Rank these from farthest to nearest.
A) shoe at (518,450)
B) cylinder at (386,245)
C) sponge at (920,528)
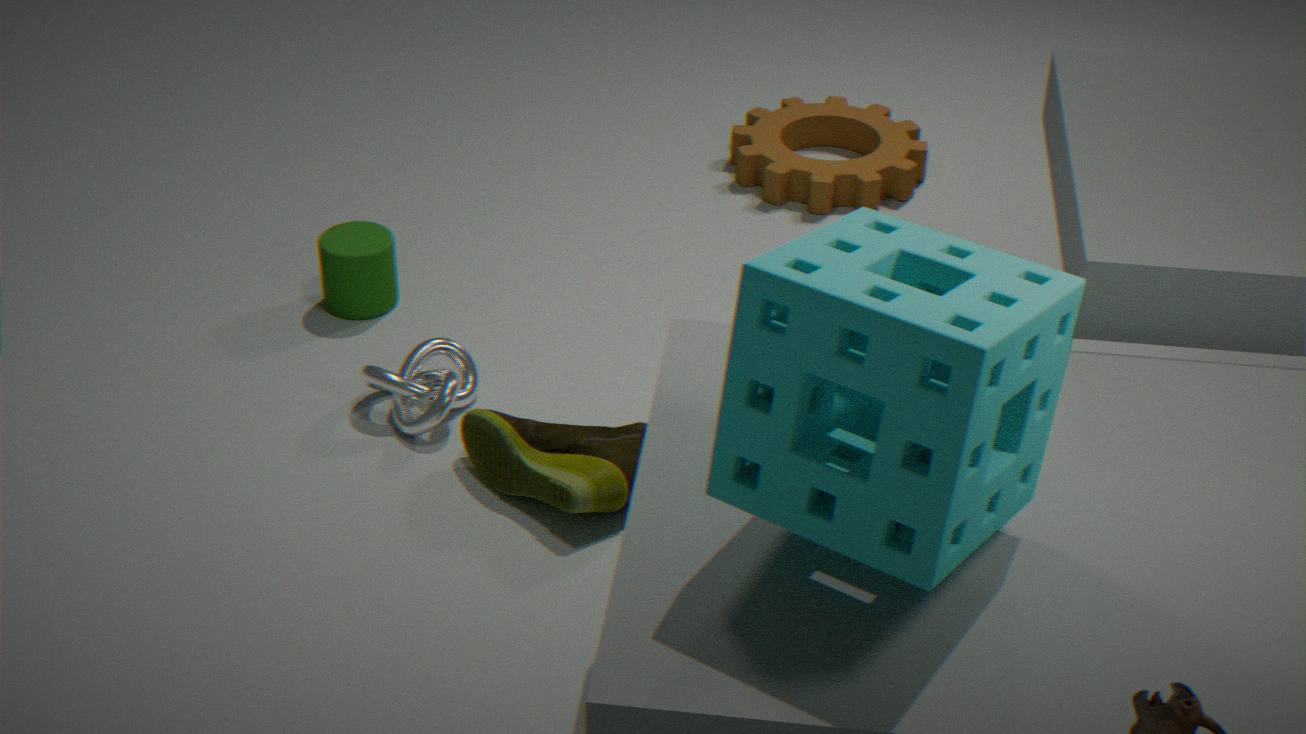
1. cylinder at (386,245)
2. shoe at (518,450)
3. sponge at (920,528)
